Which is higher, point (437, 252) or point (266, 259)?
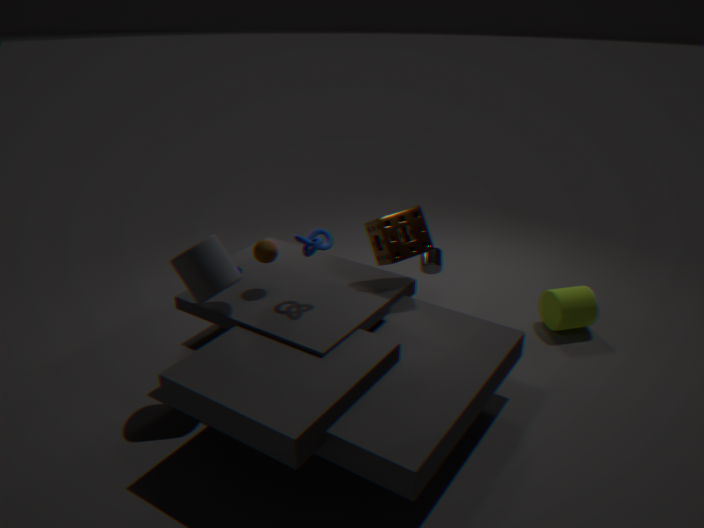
point (266, 259)
